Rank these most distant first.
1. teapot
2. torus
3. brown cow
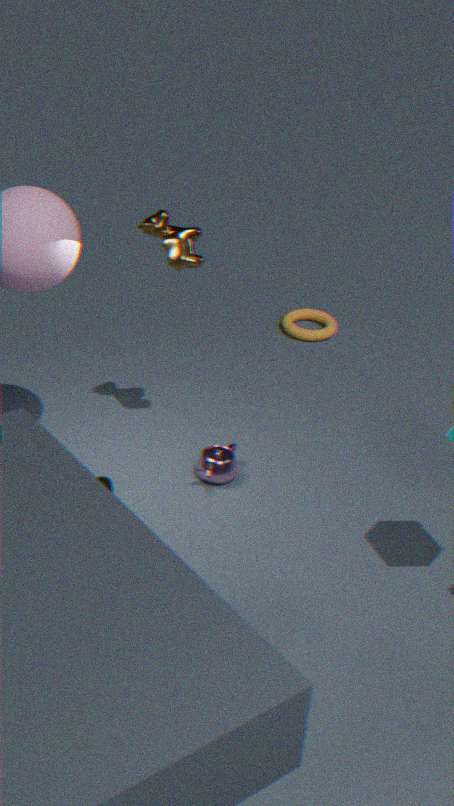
torus → teapot → brown cow
